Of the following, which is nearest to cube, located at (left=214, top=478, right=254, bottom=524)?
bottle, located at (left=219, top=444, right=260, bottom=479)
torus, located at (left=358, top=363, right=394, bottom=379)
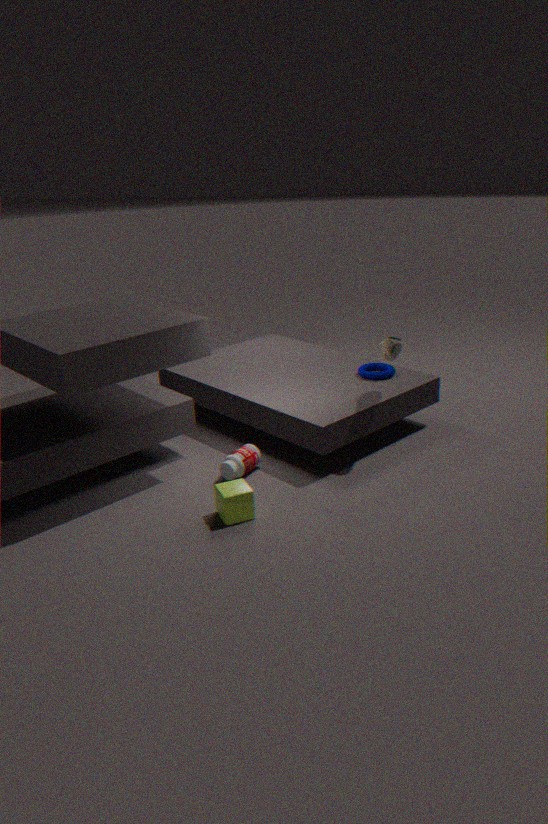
bottle, located at (left=219, top=444, right=260, bottom=479)
